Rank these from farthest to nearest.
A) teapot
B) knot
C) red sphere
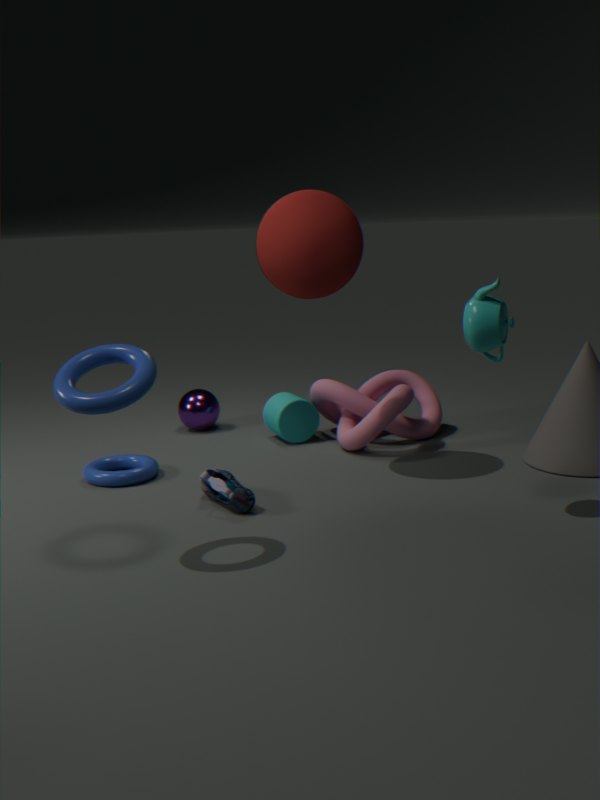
knot, red sphere, teapot
